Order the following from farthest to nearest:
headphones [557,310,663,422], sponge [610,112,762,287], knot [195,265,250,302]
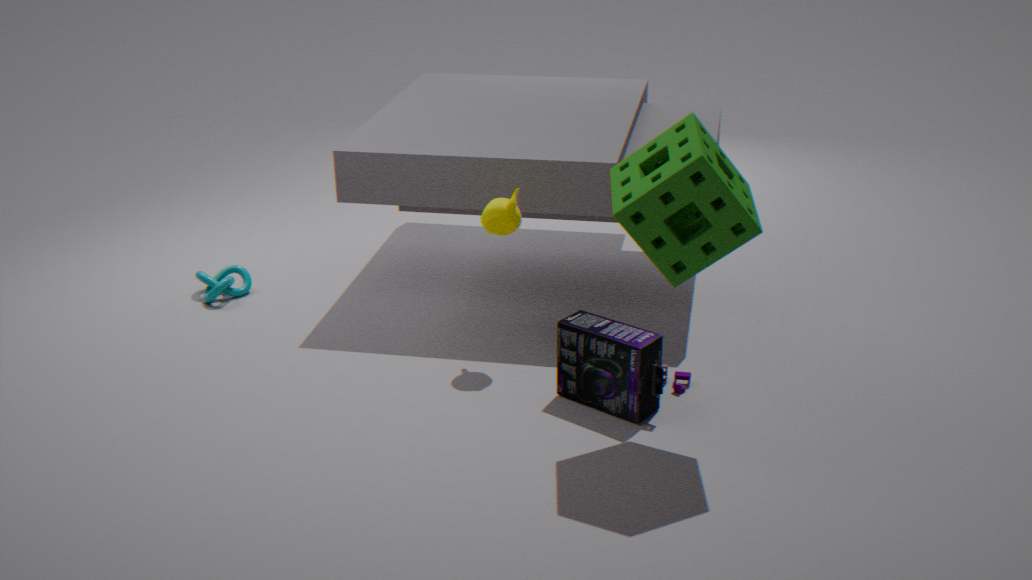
knot [195,265,250,302], headphones [557,310,663,422], sponge [610,112,762,287]
